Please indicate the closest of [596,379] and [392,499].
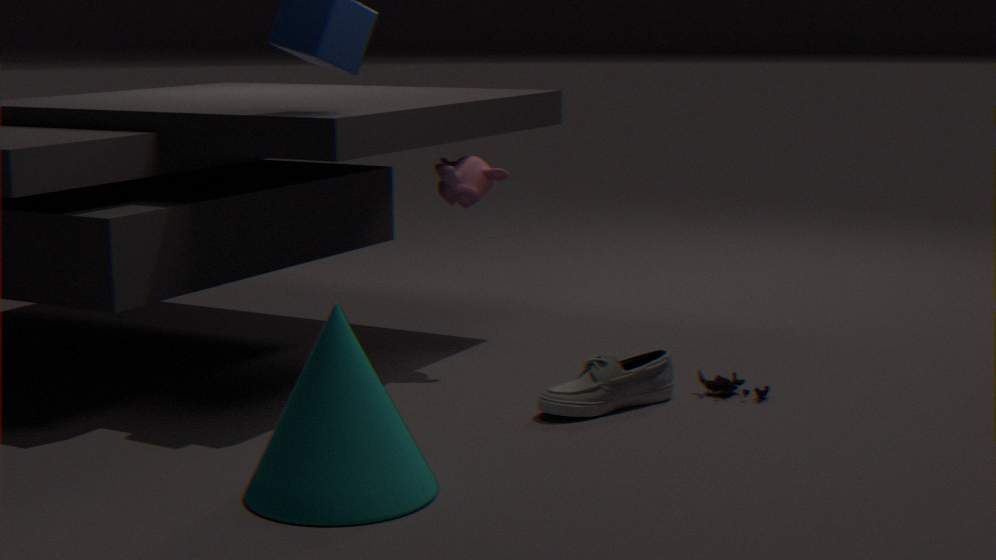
[392,499]
